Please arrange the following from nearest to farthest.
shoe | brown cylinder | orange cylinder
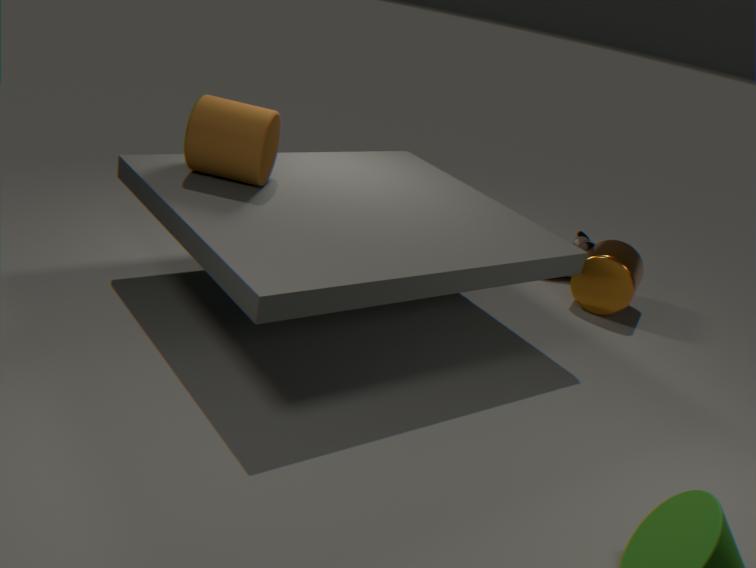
brown cylinder
orange cylinder
shoe
